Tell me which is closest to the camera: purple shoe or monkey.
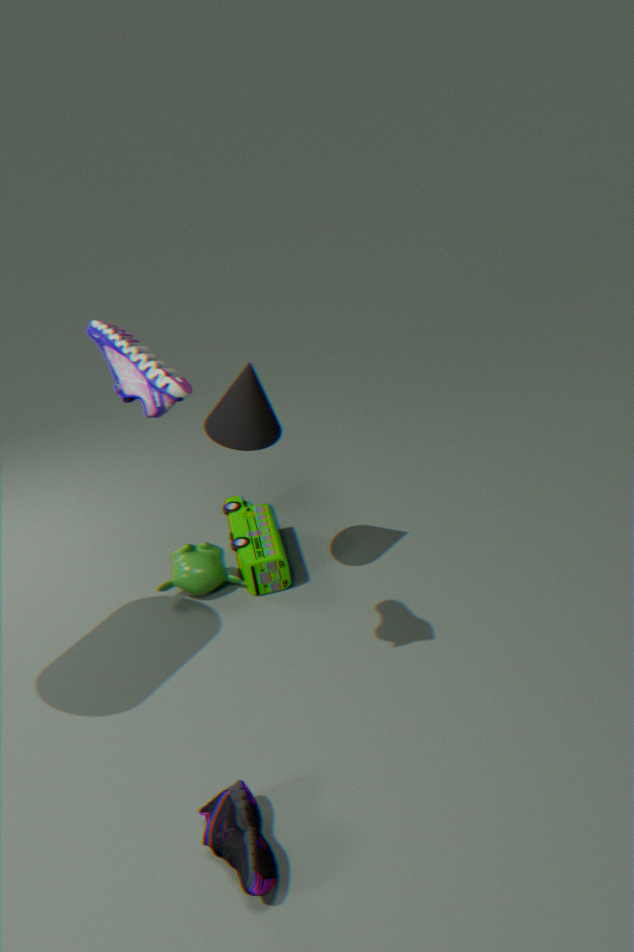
purple shoe
